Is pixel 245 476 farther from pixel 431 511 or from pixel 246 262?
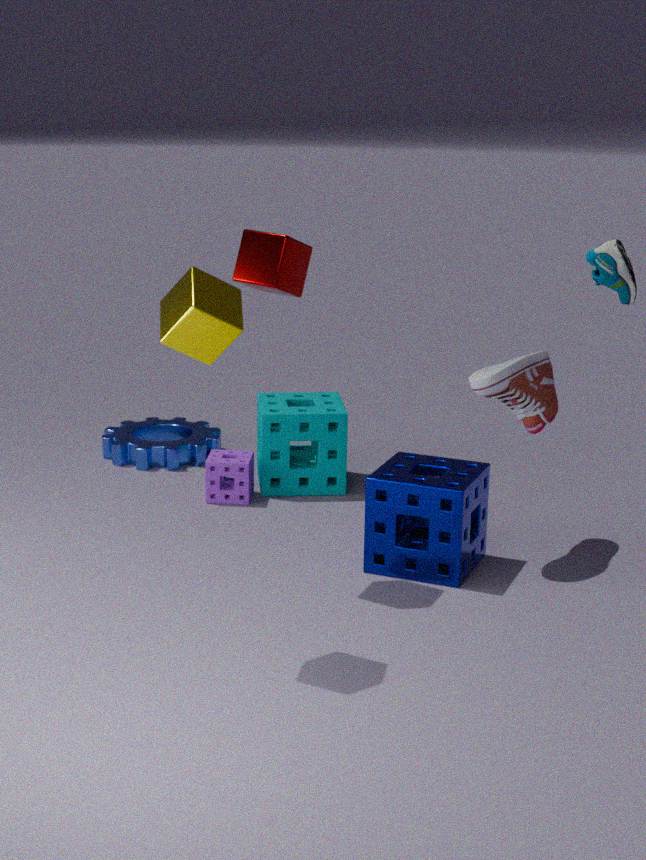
pixel 246 262
